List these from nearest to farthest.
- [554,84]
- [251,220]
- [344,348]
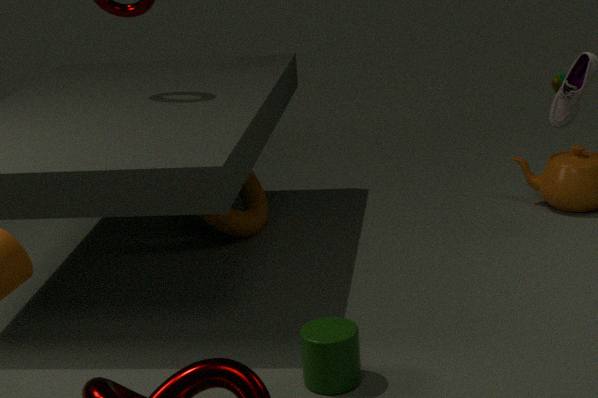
[344,348]
[251,220]
[554,84]
